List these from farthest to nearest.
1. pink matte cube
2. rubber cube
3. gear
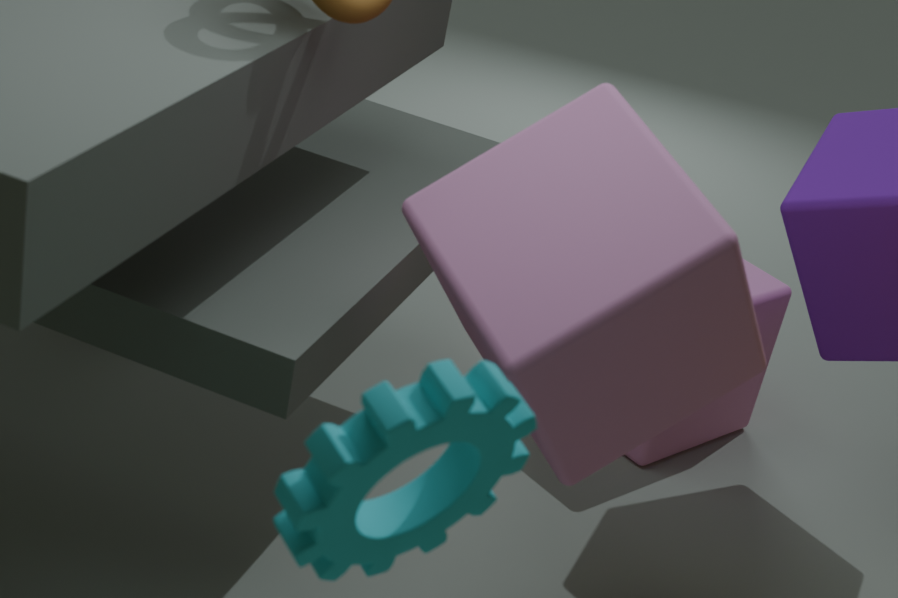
rubber cube, pink matte cube, gear
